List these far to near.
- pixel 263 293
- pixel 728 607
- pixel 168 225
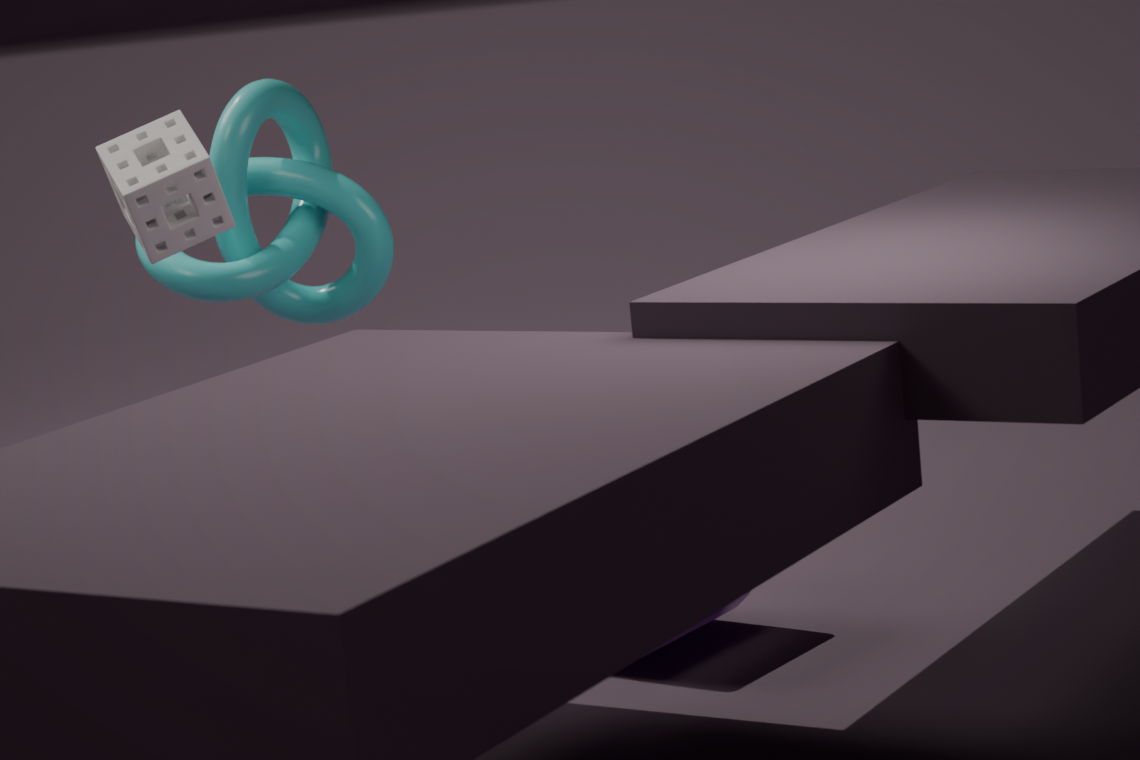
pixel 263 293, pixel 168 225, pixel 728 607
